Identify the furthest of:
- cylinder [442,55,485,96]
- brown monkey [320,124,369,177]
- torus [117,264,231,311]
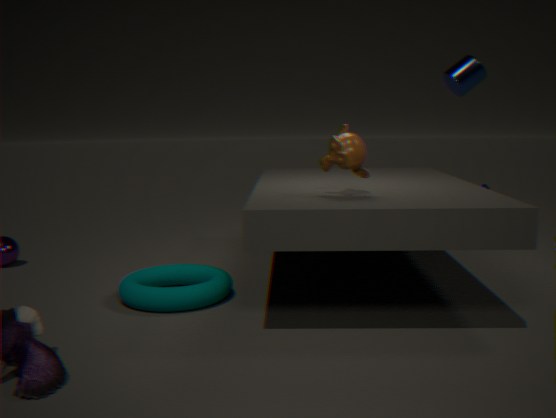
cylinder [442,55,485,96]
